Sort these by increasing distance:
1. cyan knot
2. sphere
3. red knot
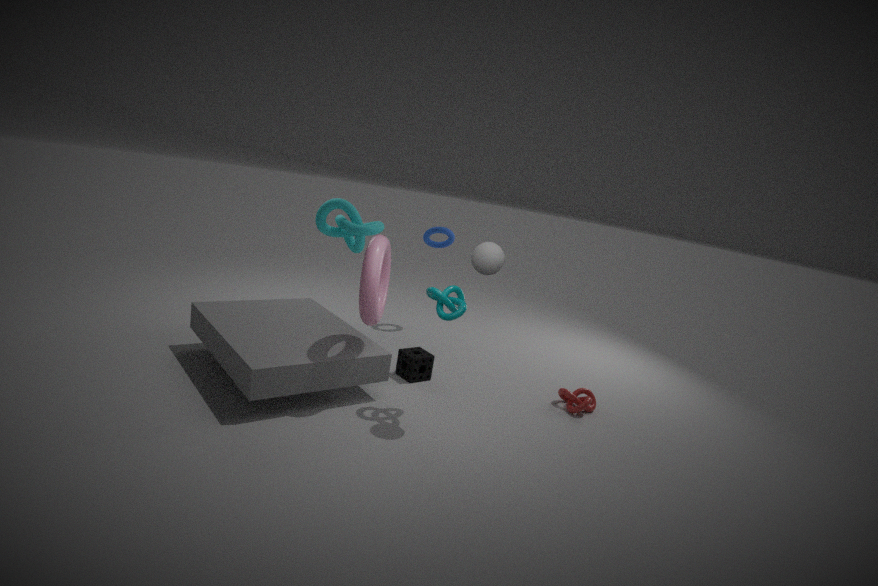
sphere, red knot, cyan knot
